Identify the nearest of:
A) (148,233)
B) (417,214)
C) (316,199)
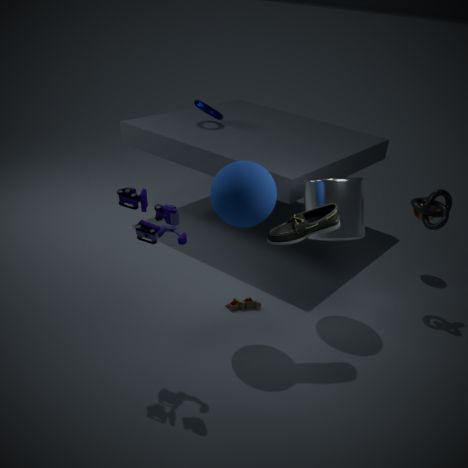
(148,233)
